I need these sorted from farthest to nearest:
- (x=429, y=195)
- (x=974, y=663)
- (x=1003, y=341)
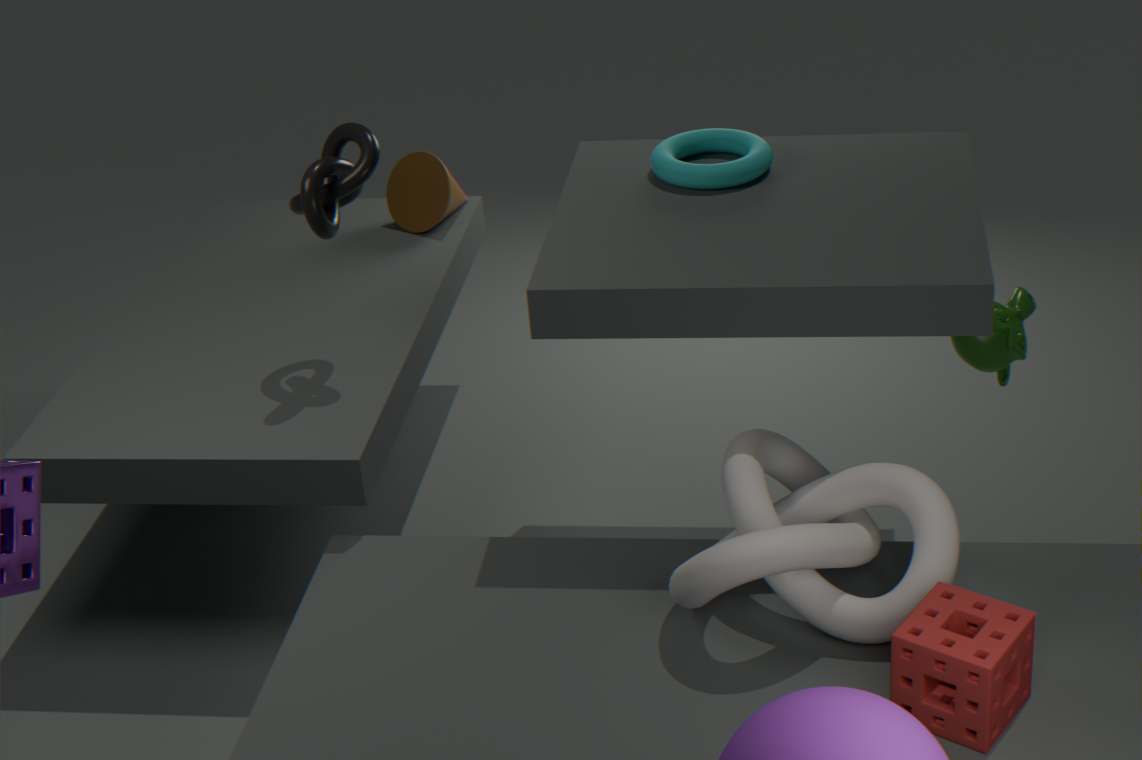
(x=429, y=195) → (x=1003, y=341) → (x=974, y=663)
